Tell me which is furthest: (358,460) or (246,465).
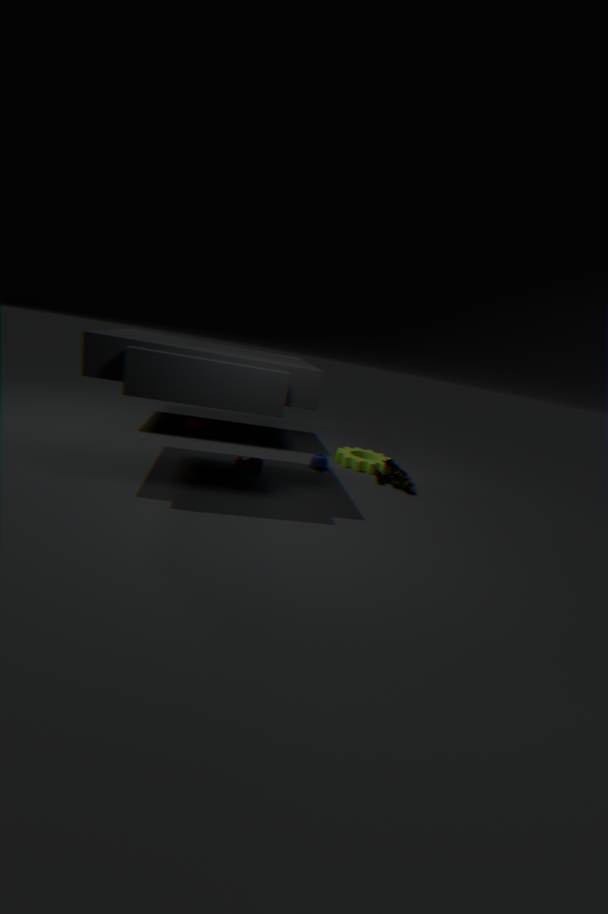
(358,460)
